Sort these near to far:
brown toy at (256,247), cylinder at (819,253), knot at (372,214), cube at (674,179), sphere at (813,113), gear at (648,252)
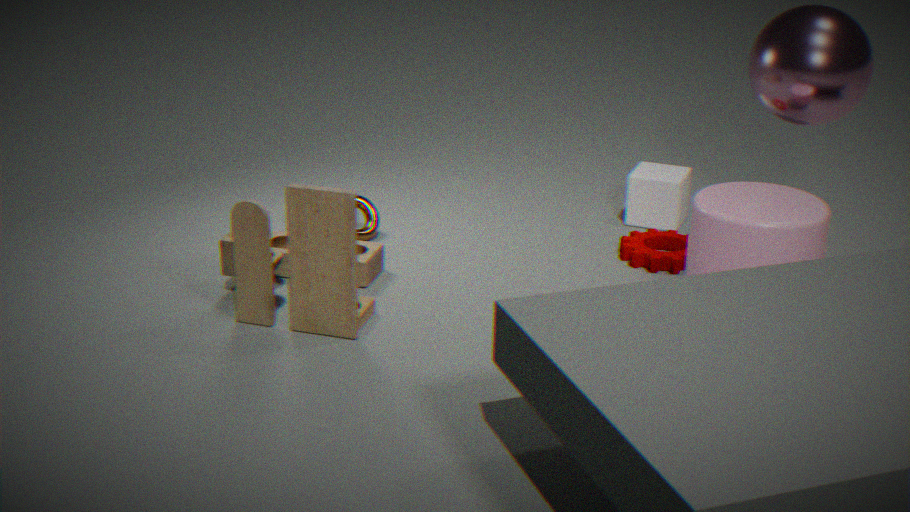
cylinder at (819,253) < brown toy at (256,247) < sphere at (813,113) < gear at (648,252) < knot at (372,214) < cube at (674,179)
